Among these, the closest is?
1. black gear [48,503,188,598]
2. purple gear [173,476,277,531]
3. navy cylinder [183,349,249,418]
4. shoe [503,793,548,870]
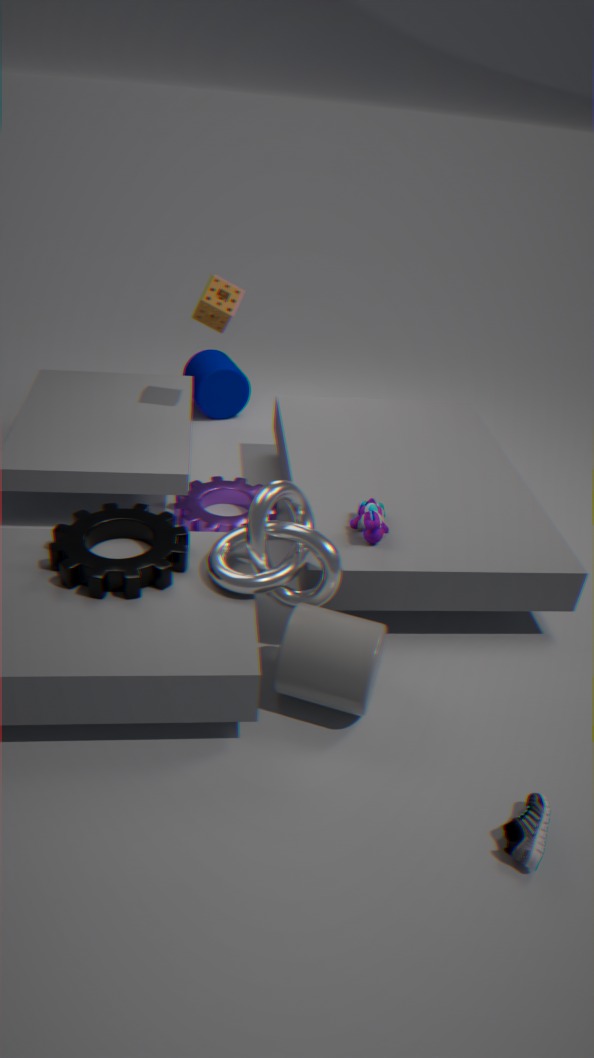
shoe [503,793,548,870]
